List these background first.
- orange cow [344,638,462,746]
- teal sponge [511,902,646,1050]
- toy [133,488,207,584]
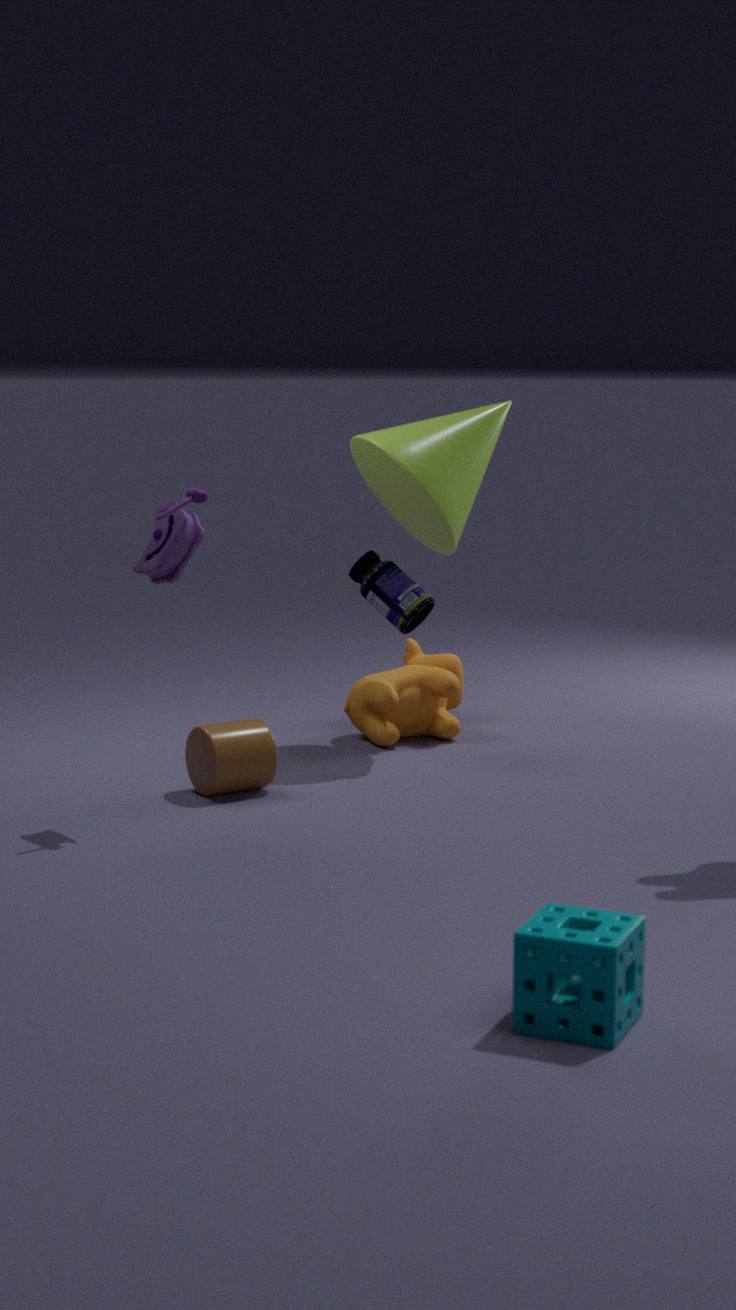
1. orange cow [344,638,462,746]
2. toy [133,488,207,584]
3. teal sponge [511,902,646,1050]
